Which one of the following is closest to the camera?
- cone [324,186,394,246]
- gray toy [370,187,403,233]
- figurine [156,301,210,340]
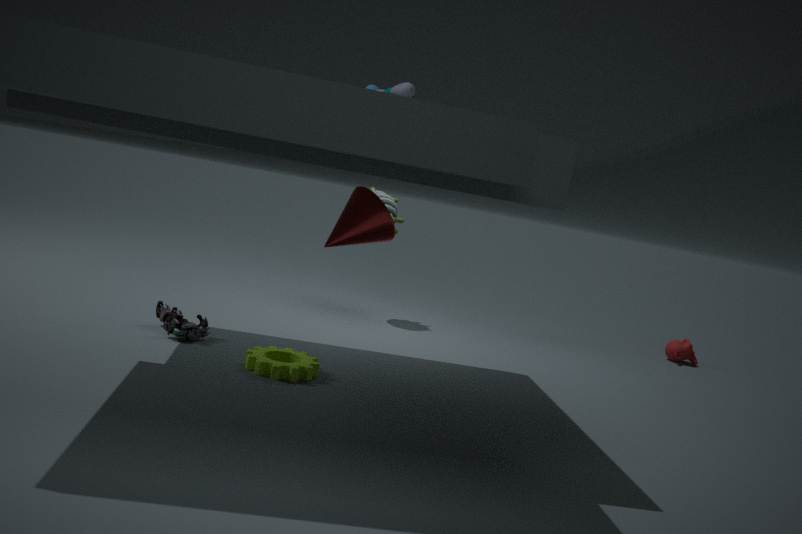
cone [324,186,394,246]
